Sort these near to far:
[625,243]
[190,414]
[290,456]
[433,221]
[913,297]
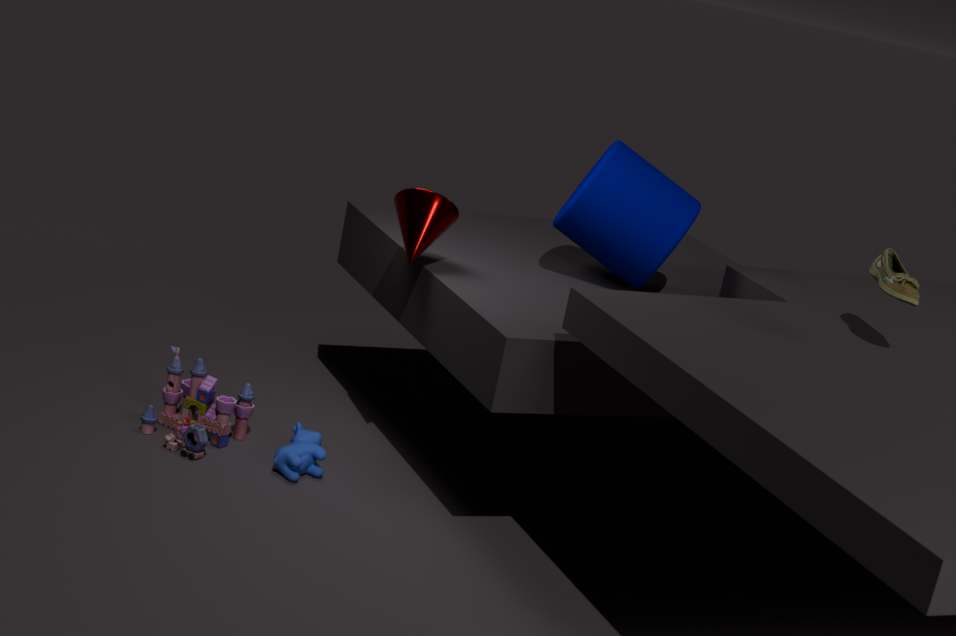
[913,297]
[433,221]
[290,456]
[625,243]
[190,414]
